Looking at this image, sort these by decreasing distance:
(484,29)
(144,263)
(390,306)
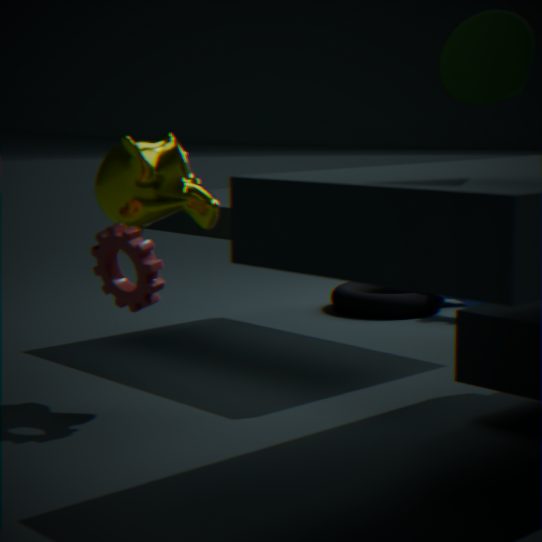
(390,306) < (144,263) < (484,29)
